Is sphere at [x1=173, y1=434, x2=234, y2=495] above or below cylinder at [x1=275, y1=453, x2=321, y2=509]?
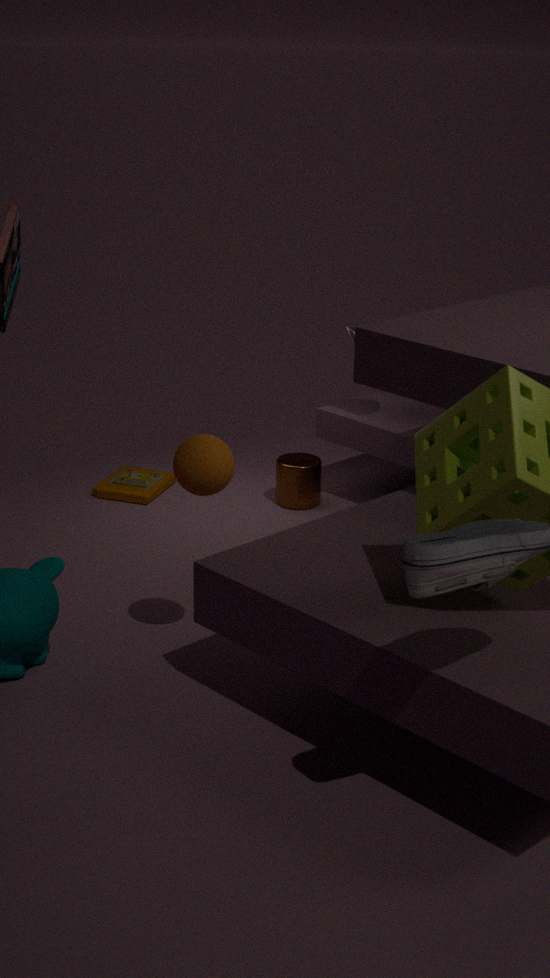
above
